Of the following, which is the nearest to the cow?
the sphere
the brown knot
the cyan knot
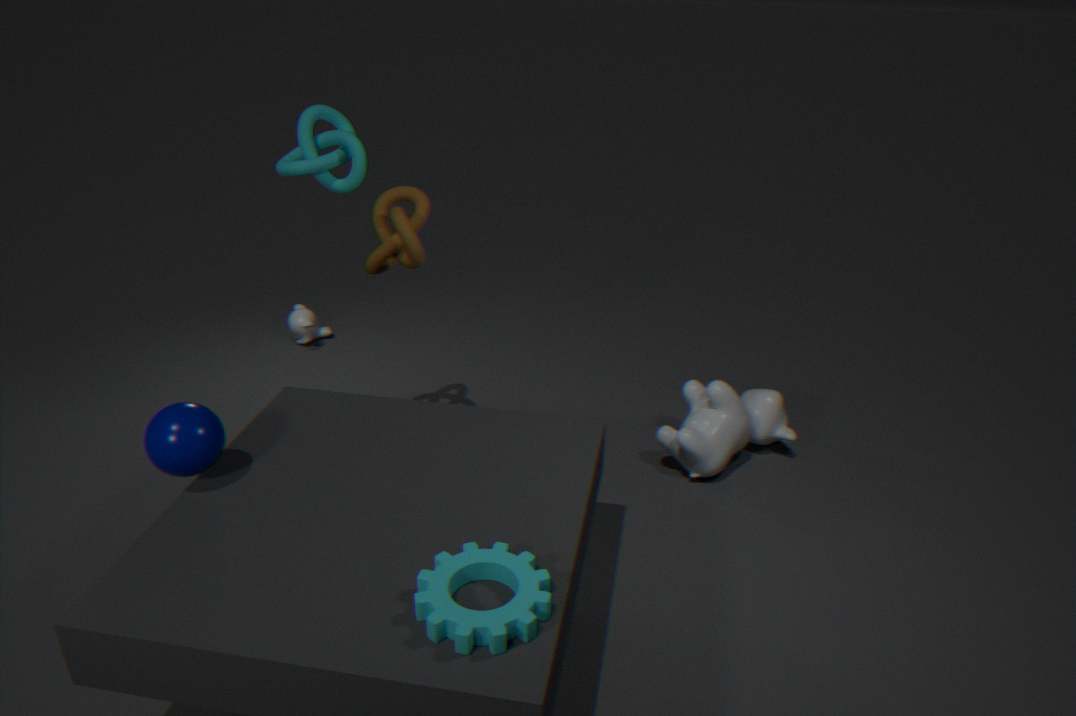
the brown knot
